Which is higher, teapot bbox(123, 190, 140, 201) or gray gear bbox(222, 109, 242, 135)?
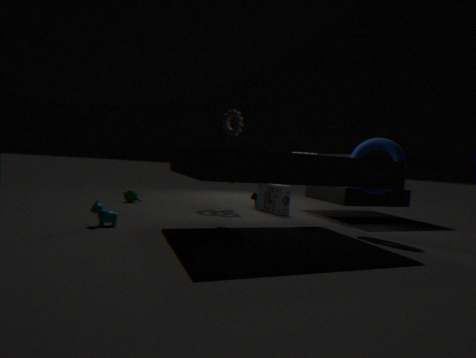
gray gear bbox(222, 109, 242, 135)
